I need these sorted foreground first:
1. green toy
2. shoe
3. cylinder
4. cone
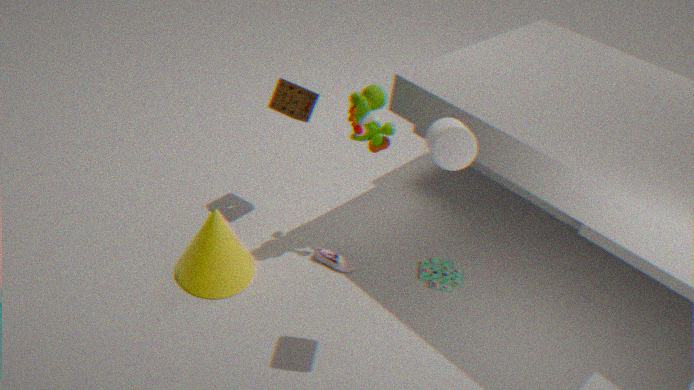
cylinder, cone, shoe, green toy
